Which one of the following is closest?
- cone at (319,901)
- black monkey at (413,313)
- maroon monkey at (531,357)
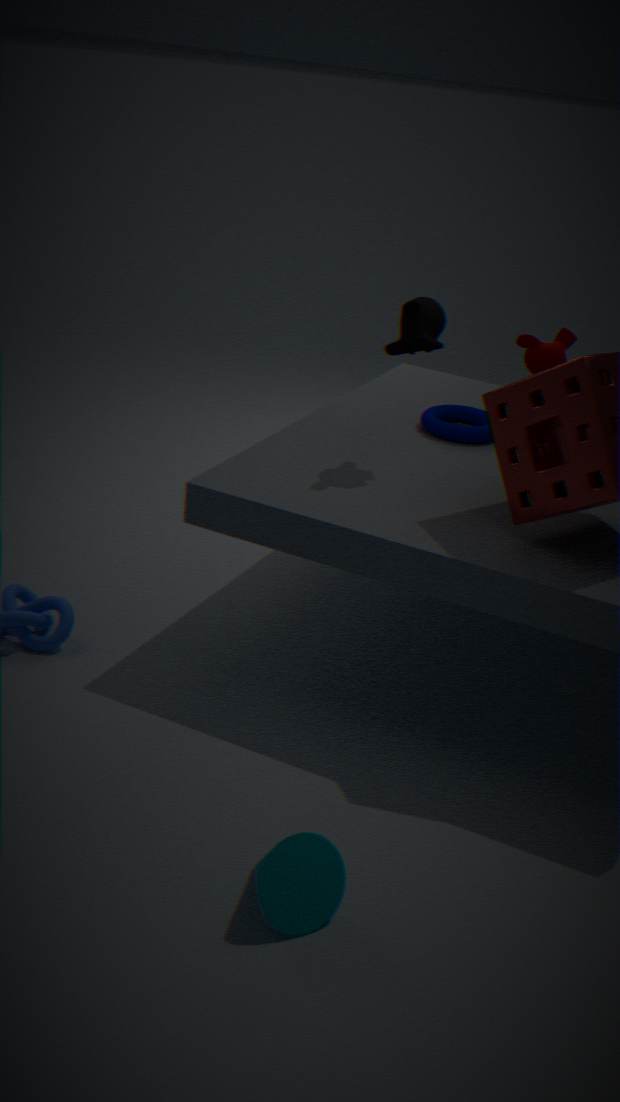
cone at (319,901)
